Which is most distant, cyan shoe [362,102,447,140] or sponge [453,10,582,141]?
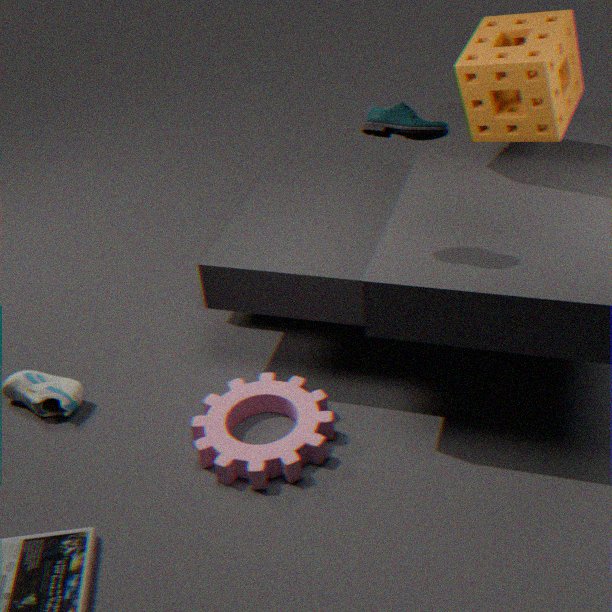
sponge [453,10,582,141]
